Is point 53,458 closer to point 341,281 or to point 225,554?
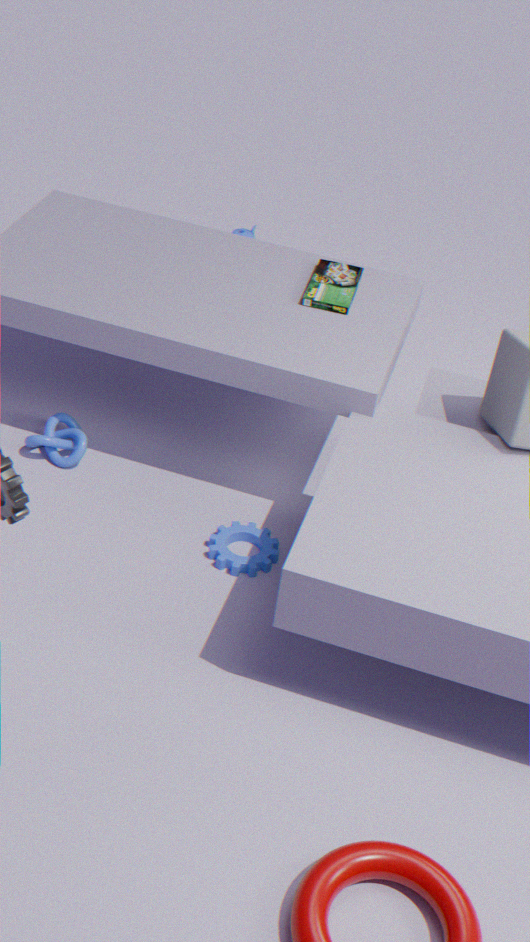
point 225,554
